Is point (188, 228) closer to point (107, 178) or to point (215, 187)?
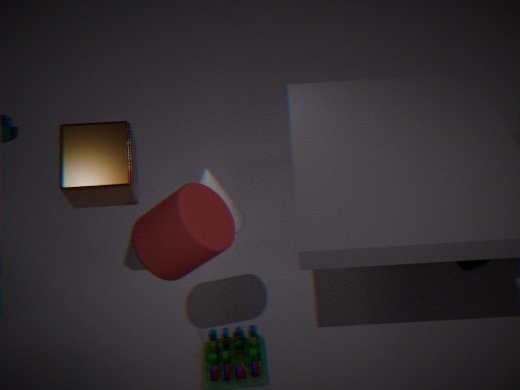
point (107, 178)
